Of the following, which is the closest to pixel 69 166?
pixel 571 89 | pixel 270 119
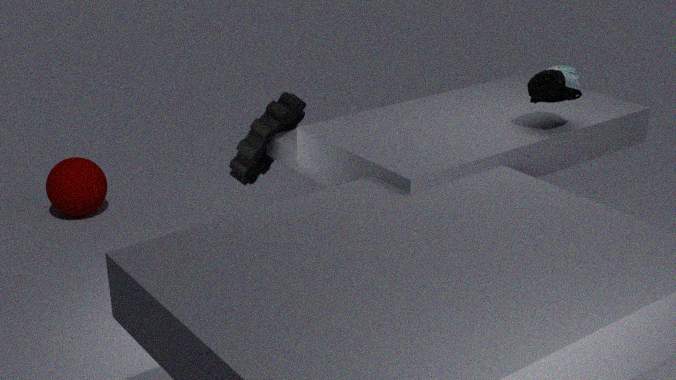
pixel 270 119
